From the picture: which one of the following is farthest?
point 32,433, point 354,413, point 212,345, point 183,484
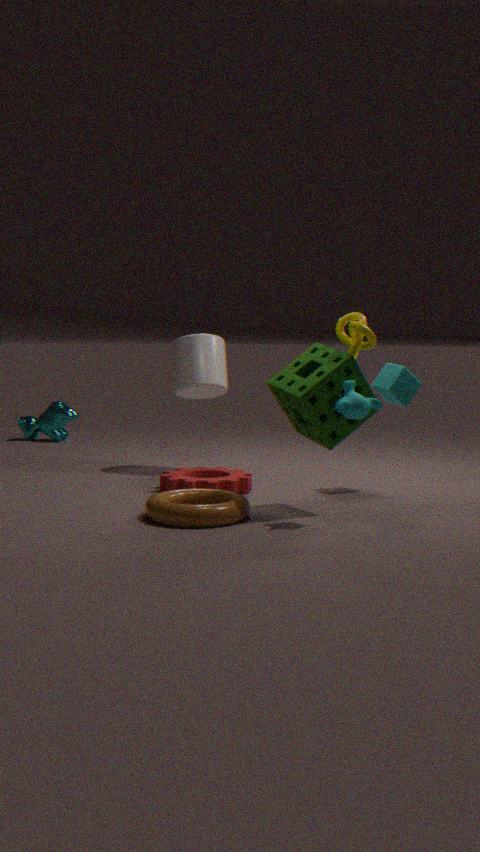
point 32,433
